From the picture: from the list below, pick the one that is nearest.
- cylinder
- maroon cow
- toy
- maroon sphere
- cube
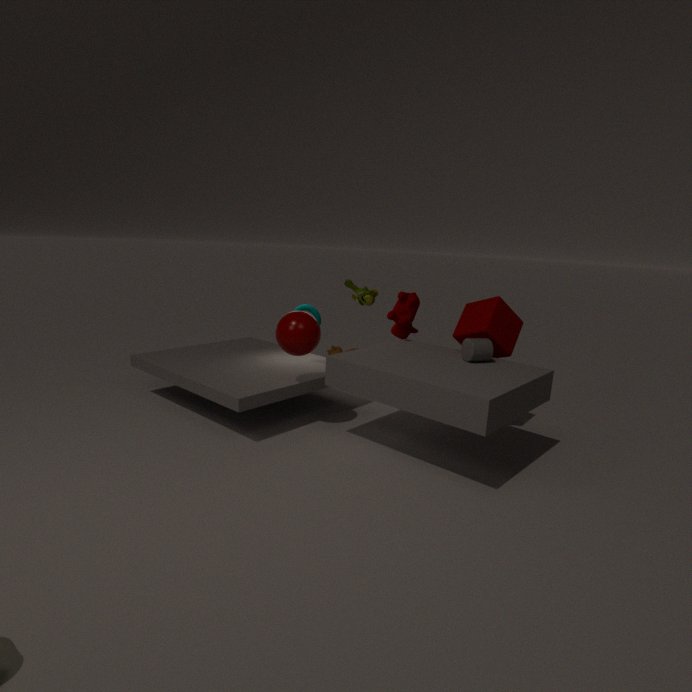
cylinder
